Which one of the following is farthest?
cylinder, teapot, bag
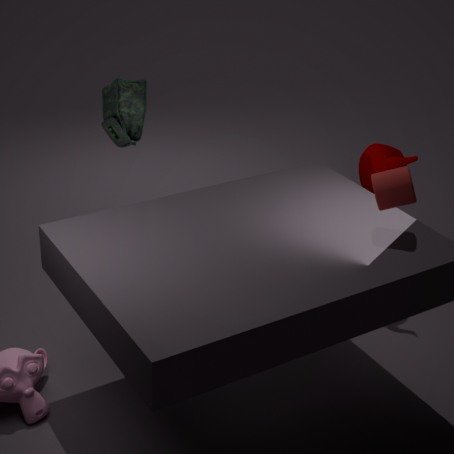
bag
